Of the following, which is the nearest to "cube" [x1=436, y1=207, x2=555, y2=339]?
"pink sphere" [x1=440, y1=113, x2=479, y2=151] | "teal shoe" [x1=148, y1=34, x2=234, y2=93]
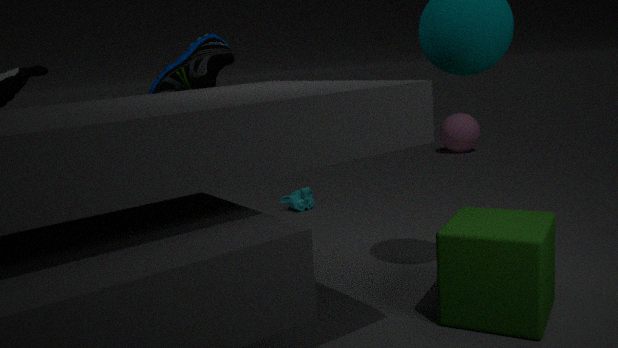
"teal shoe" [x1=148, y1=34, x2=234, y2=93]
